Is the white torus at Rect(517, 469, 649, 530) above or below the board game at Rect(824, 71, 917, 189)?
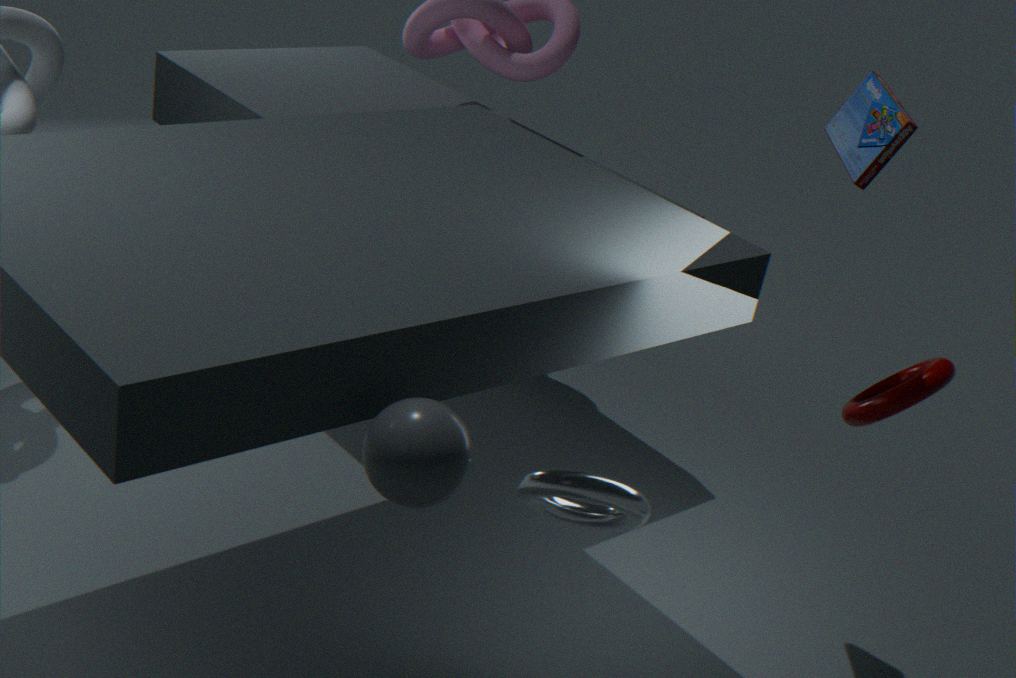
below
